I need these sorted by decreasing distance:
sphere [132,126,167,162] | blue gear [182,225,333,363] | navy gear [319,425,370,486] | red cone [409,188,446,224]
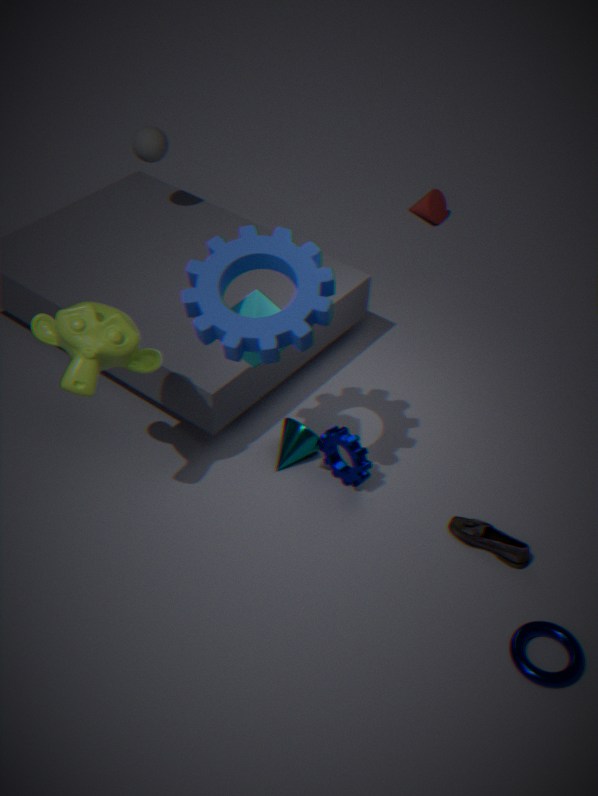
red cone [409,188,446,224] → sphere [132,126,167,162] → navy gear [319,425,370,486] → blue gear [182,225,333,363]
